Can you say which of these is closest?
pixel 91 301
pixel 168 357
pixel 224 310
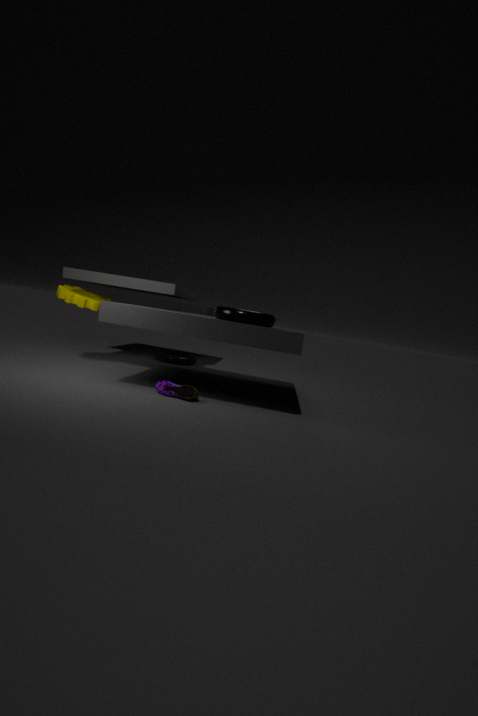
pixel 224 310
